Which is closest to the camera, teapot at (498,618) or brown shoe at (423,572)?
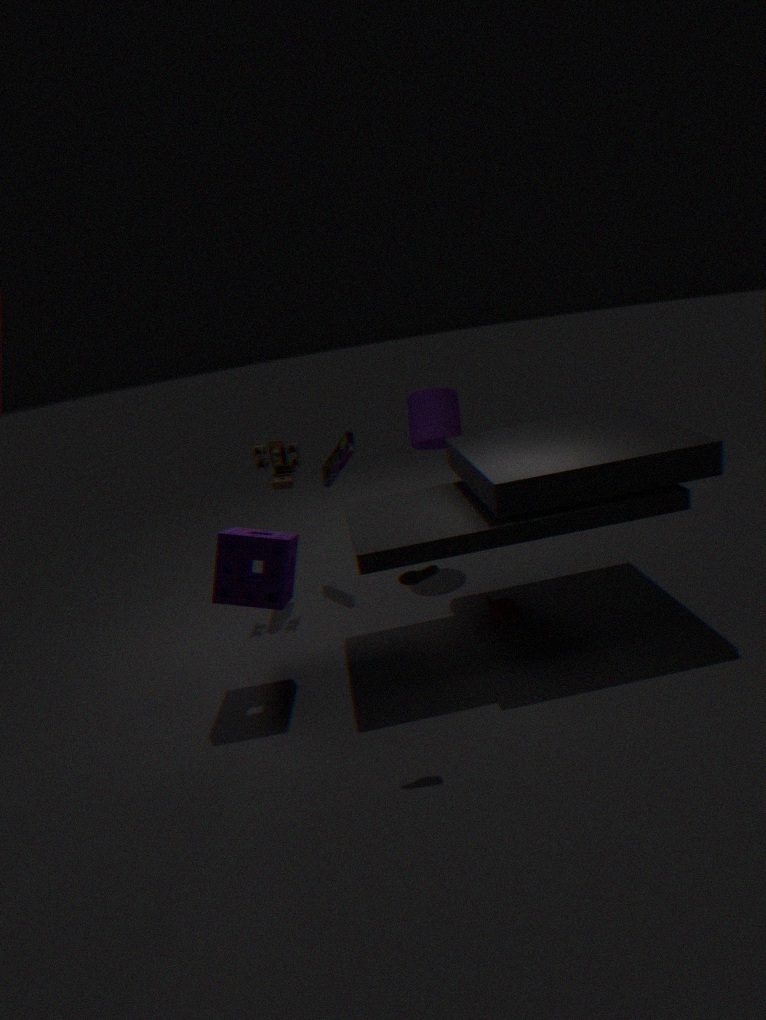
brown shoe at (423,572)
